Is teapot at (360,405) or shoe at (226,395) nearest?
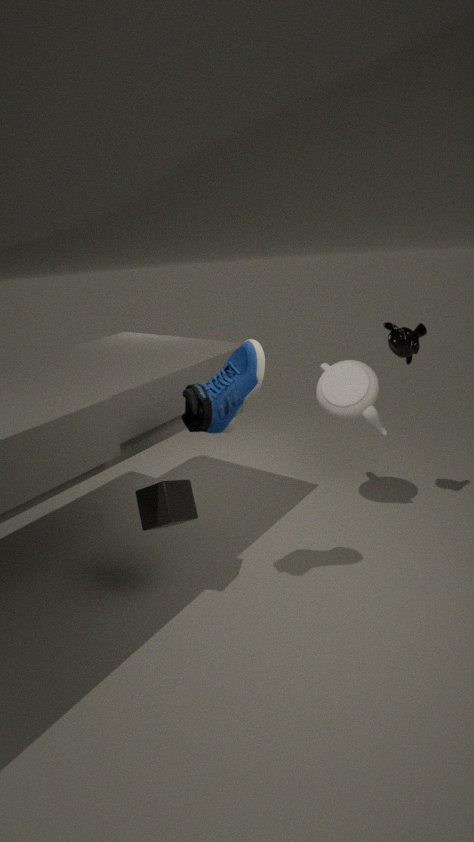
shoe at (226,395)
